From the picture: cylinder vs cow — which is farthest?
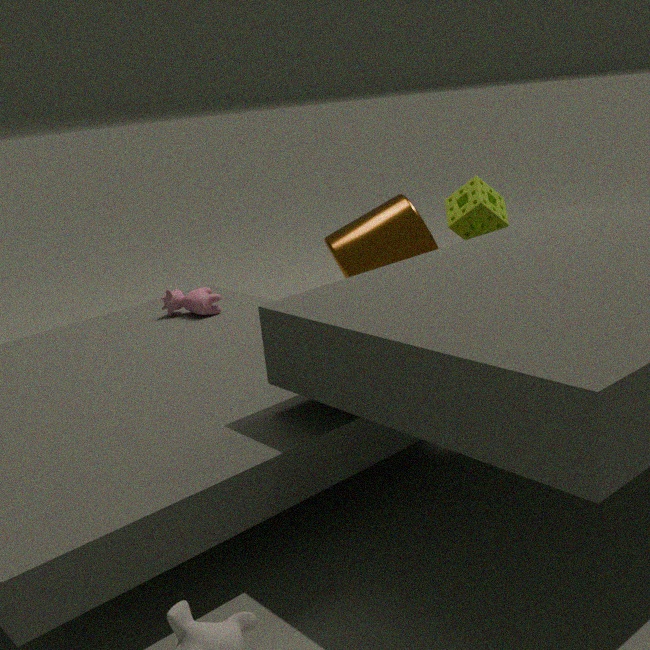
cow
